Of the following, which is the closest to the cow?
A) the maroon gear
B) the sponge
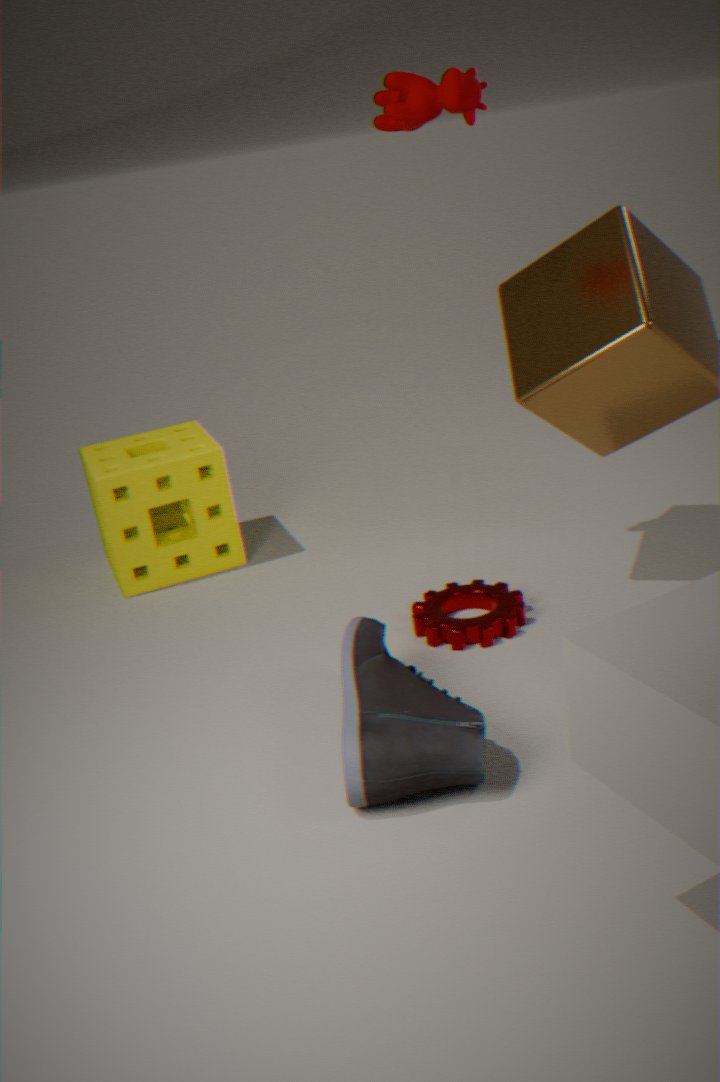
the sponge
